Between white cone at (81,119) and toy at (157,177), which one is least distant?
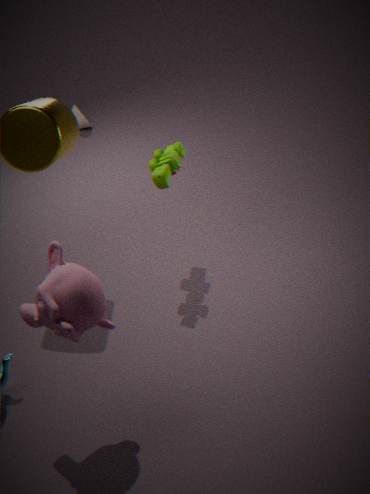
toy at (157,177)
